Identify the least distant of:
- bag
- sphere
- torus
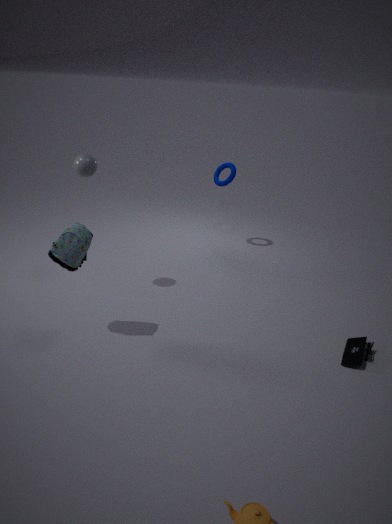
bag
